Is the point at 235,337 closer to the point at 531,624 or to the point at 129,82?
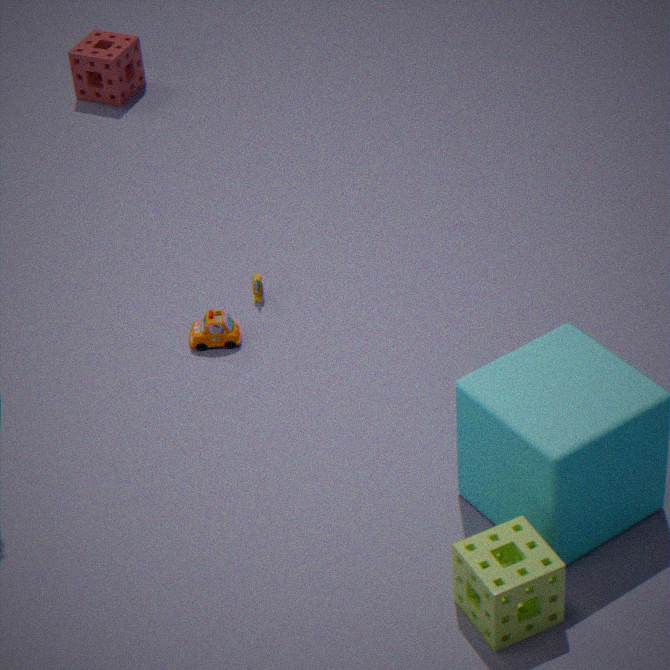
the point at 531,624
